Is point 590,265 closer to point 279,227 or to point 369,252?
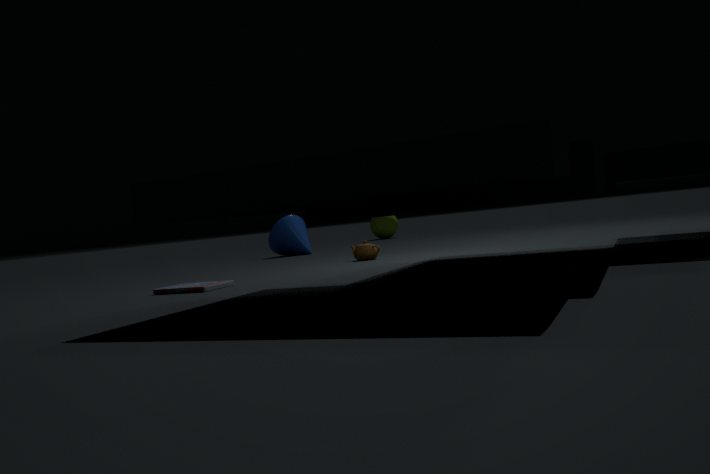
point 369,252
